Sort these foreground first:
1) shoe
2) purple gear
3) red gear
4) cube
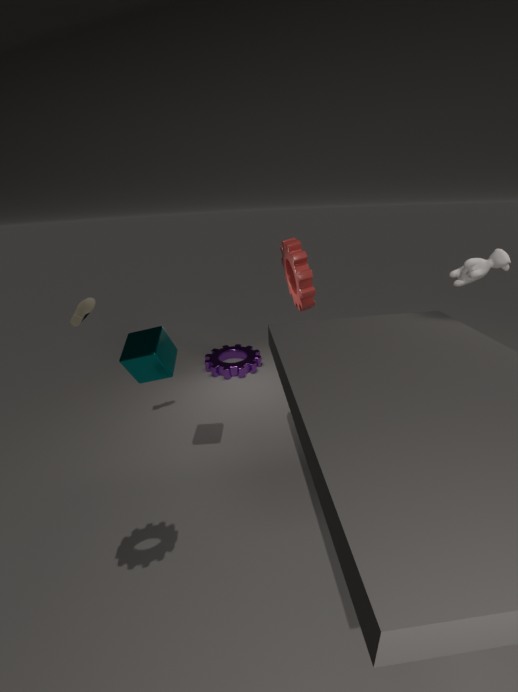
4. cube, 1. shoe, 3. red gear, 2. purple gear
